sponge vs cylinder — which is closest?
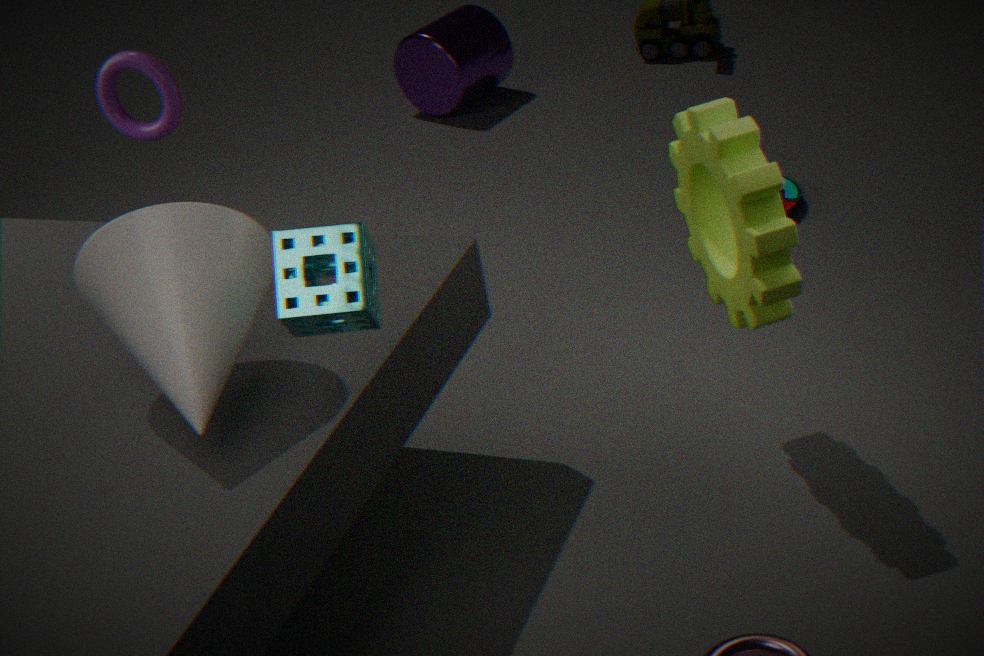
sponge
